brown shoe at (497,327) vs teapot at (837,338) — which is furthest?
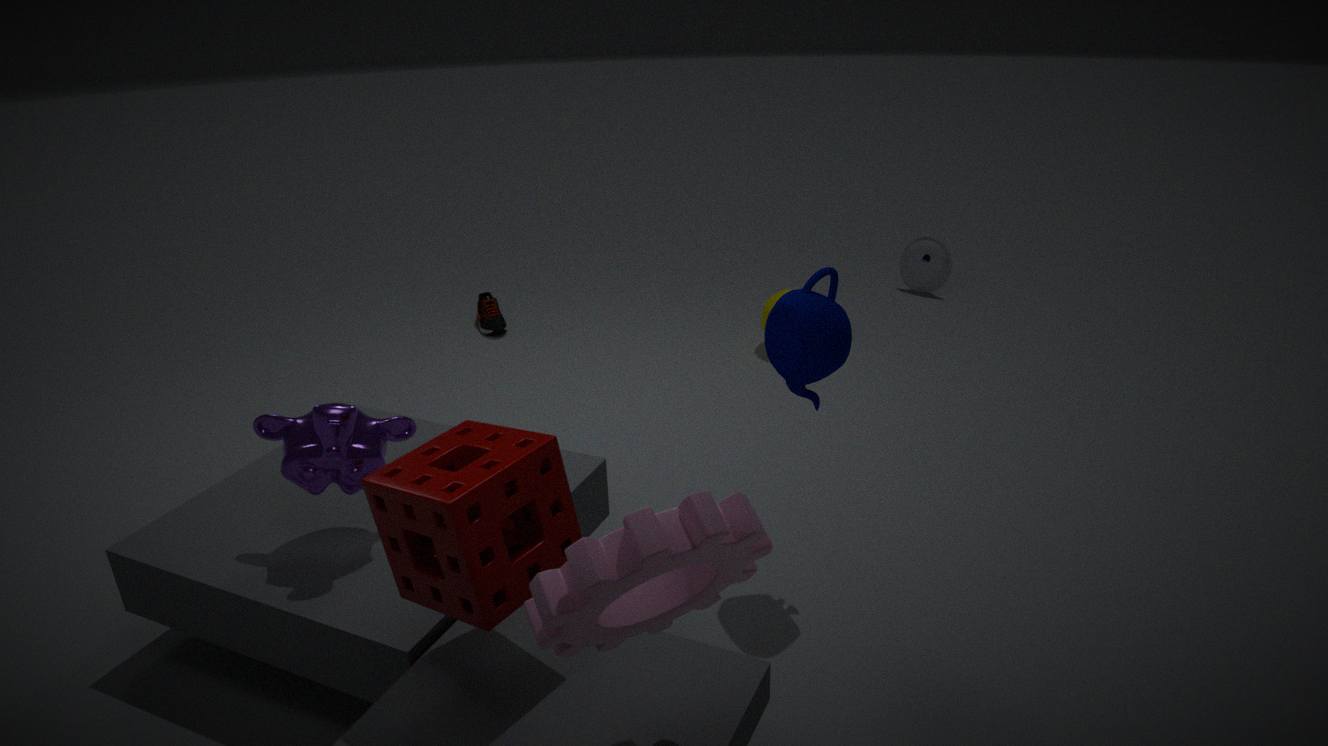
brown shoe at (497,327)
